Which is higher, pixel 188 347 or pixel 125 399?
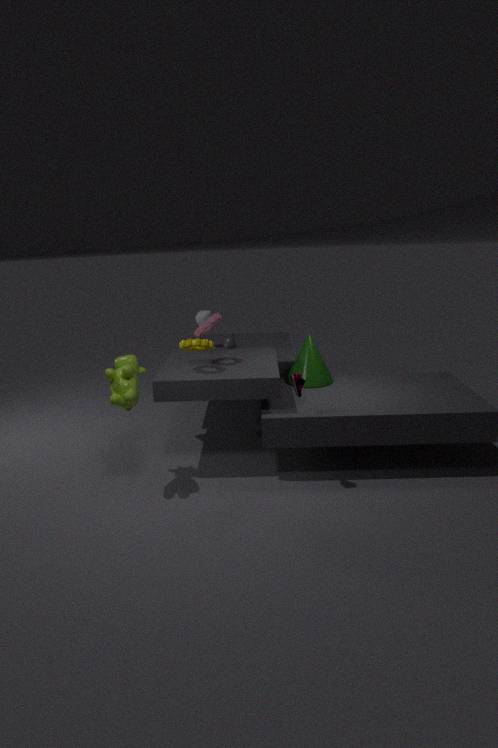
pixel 188 347
